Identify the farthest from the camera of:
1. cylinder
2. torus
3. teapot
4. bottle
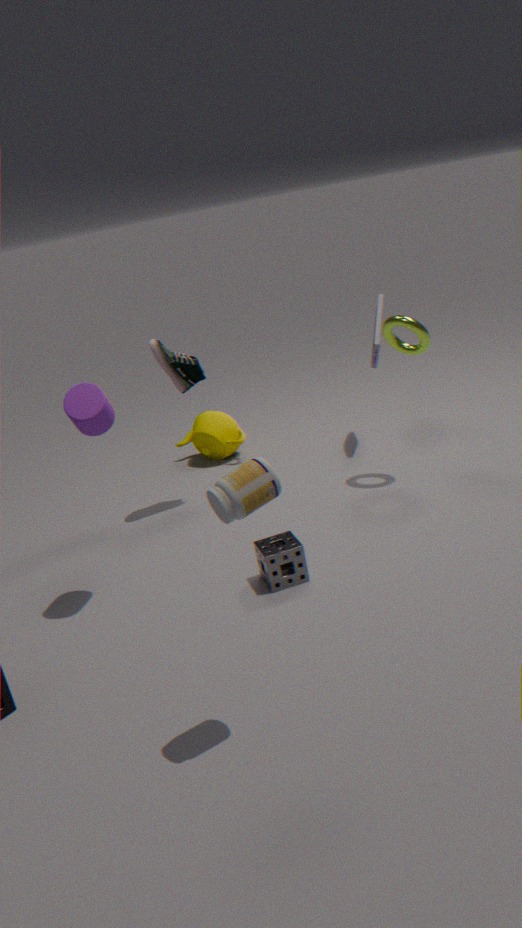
teapot
